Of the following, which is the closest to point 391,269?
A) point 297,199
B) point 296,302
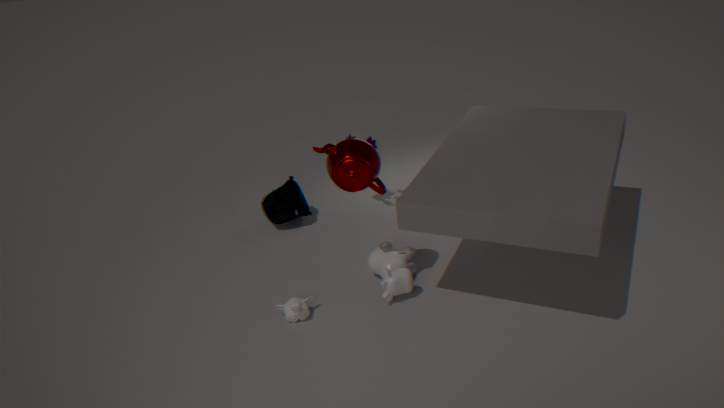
point 296,302
